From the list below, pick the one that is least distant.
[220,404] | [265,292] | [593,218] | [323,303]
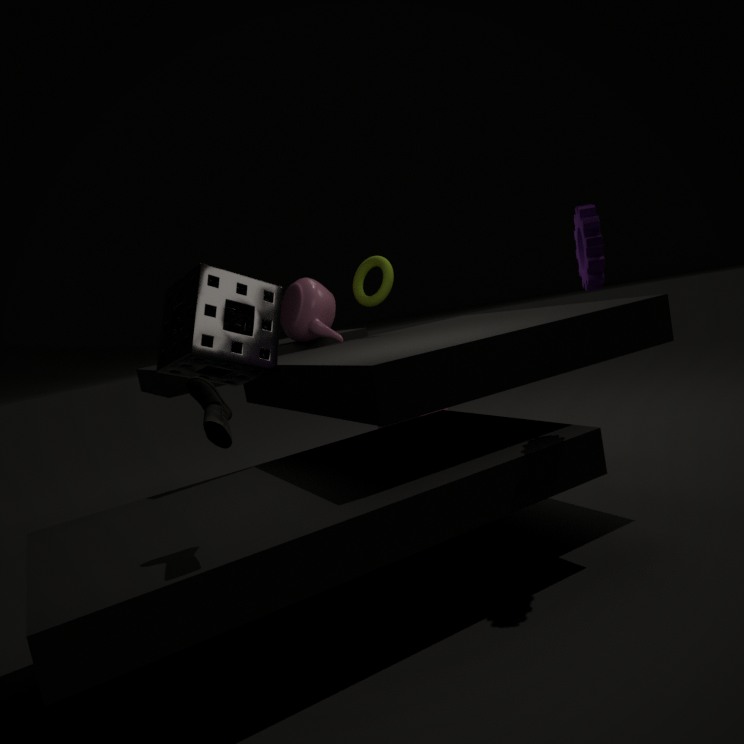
[220,404]
